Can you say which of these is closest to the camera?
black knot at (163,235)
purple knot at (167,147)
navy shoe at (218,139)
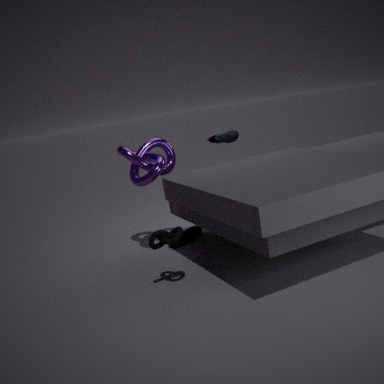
black knot at (163,235)
